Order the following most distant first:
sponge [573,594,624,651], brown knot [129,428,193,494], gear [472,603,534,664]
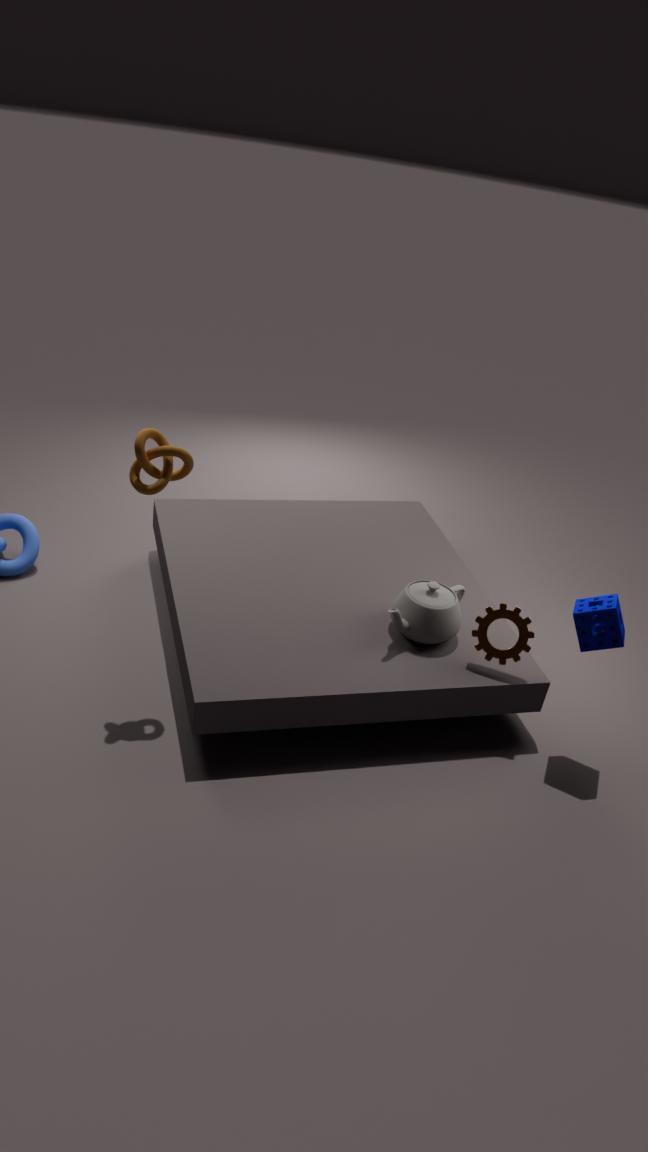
gear [472,603,534,664] → sponge [573,594,624,651] → brown knot [129,428,193,494]
